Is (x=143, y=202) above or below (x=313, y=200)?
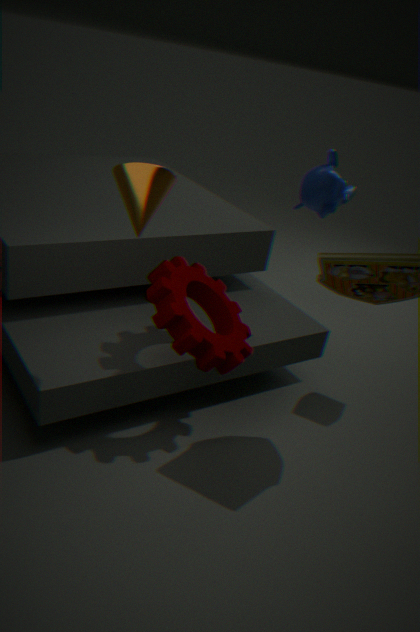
above
